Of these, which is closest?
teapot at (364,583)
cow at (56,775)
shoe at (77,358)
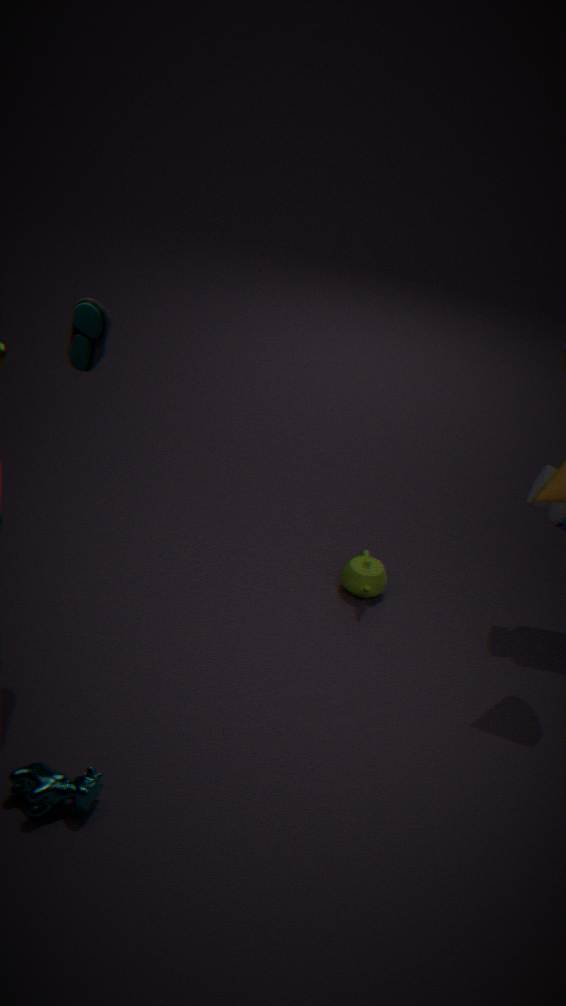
cow at (56,775)
